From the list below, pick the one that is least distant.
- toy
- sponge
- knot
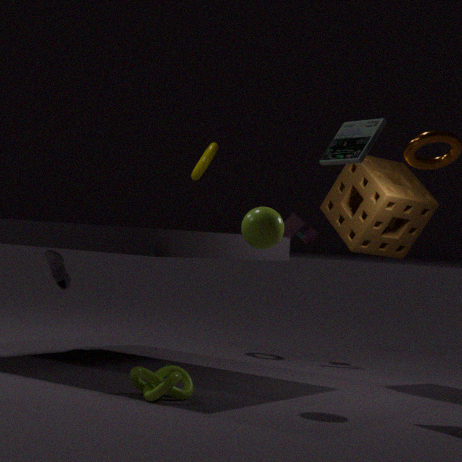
knot
